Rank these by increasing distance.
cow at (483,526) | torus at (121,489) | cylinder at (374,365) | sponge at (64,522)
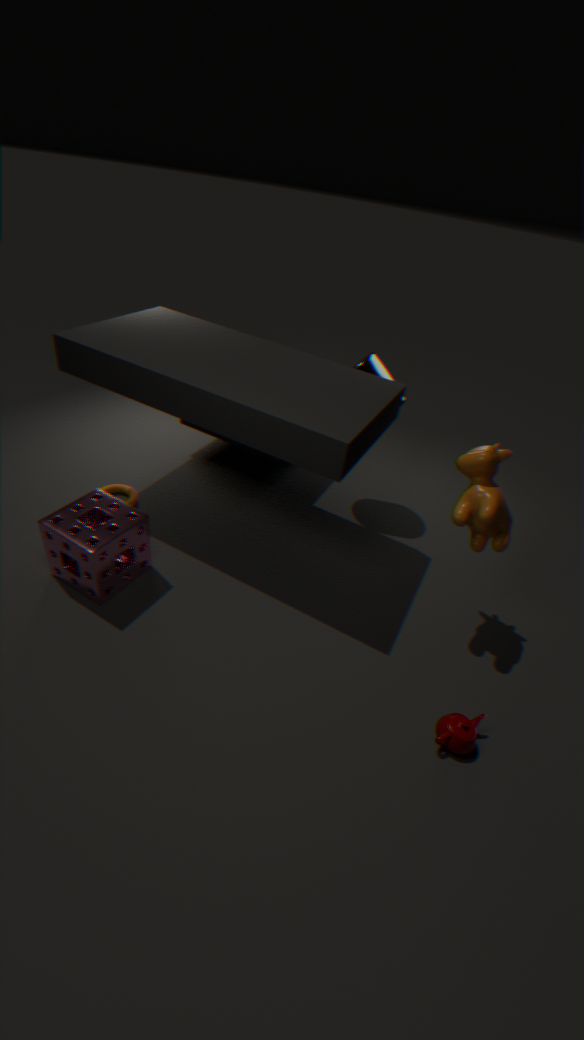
1. cow at (483,526)
2. sponge at (64,522)
3. cylinder at (374,365)
4. torus at (121,489)
